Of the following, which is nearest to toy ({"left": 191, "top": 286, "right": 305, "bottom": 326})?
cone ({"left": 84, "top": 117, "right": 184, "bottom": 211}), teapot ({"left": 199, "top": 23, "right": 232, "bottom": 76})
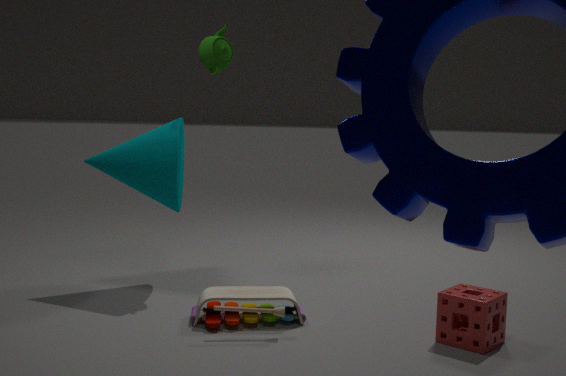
cone ({"left": 84, "top": 117, "right": 184, "bottom": 211})
